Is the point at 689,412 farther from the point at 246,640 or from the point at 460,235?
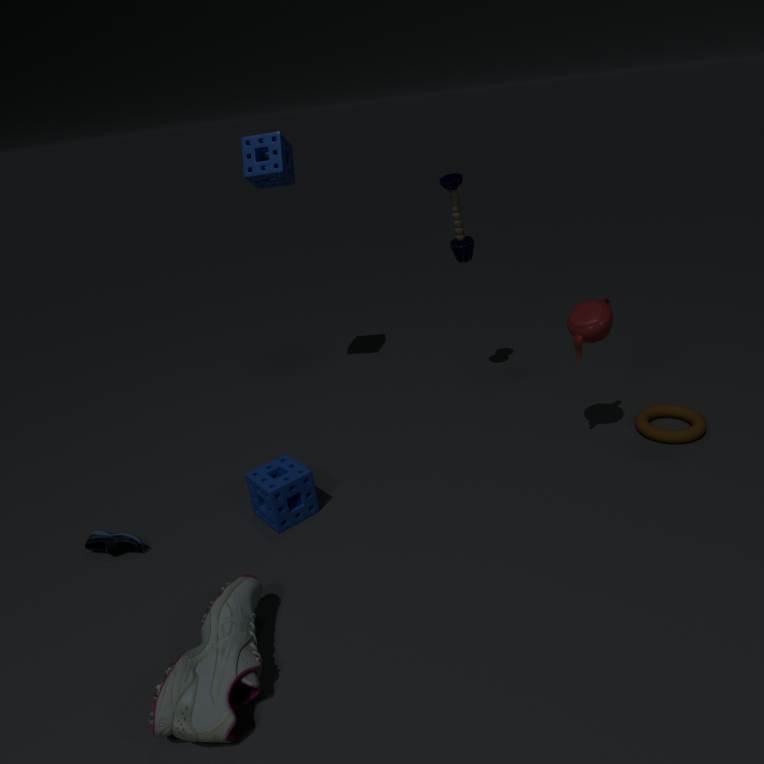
the point at 246,640
